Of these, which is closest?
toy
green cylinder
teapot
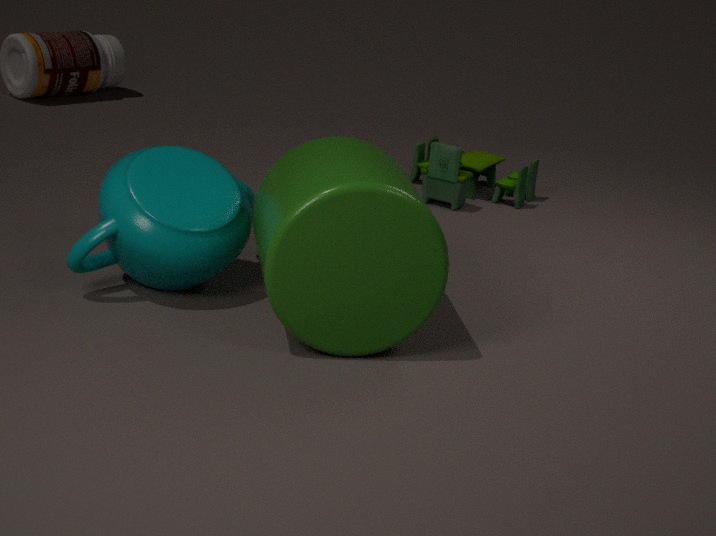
green cylinder
